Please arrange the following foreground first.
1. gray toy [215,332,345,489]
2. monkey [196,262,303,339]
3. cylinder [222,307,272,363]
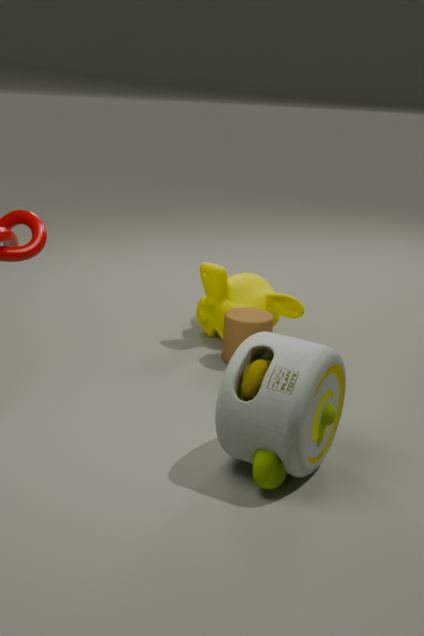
1. gray toy [215,332,345,489]
2. cylinder [222,307,272,363]
3. monkey [196,262,303,339]
